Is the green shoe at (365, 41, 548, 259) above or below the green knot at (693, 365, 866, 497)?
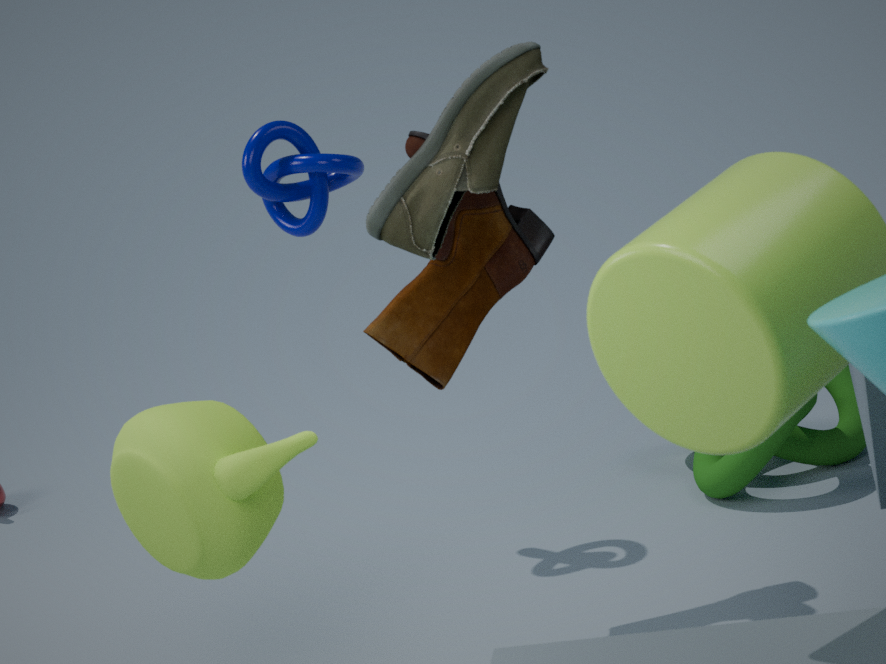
above
